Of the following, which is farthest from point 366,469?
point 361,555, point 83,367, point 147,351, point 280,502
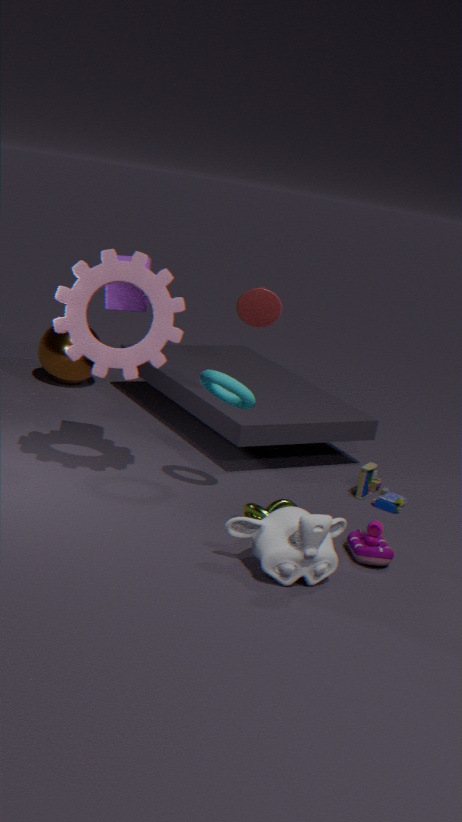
point 83,367
